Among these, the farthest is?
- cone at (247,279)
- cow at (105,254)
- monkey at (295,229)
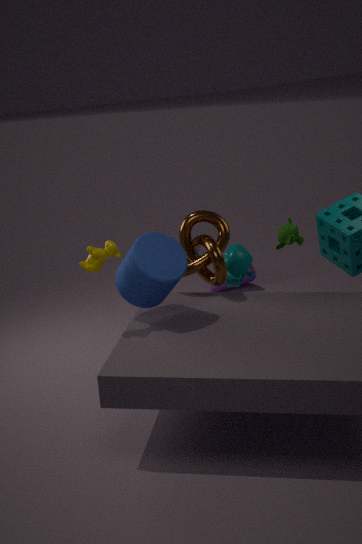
cone at (247,279)
